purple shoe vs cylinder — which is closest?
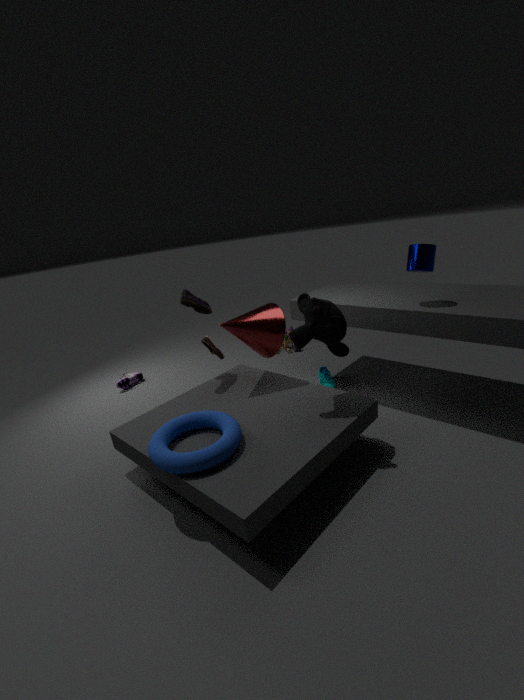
cylinder
